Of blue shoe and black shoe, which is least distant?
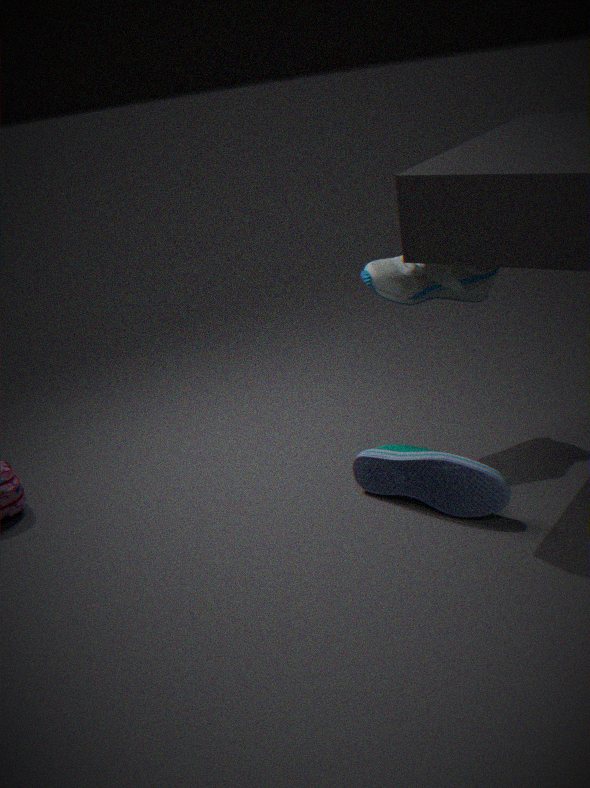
blue shoe
